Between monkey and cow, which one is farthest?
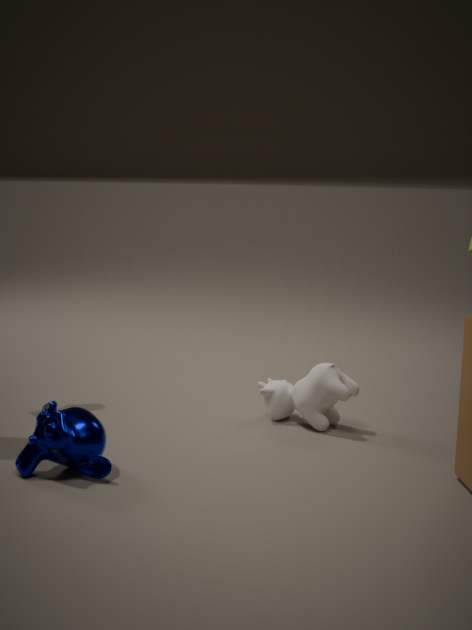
cow
